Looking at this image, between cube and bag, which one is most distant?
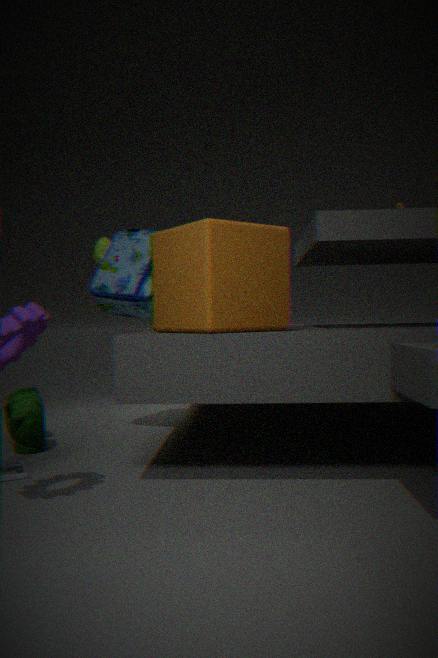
bag
